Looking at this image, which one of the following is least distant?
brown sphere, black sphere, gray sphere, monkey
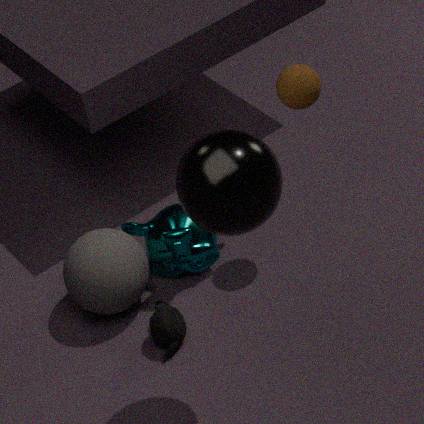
black sphere
